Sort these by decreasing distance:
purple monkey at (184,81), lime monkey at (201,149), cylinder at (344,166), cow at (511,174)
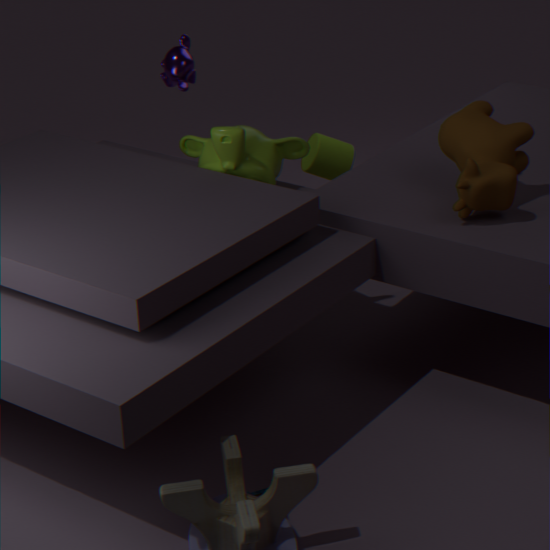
cylinder at (344,166)
purple monkey at (184,81)
lime monkey at (201,149)
cow at (511,174)
